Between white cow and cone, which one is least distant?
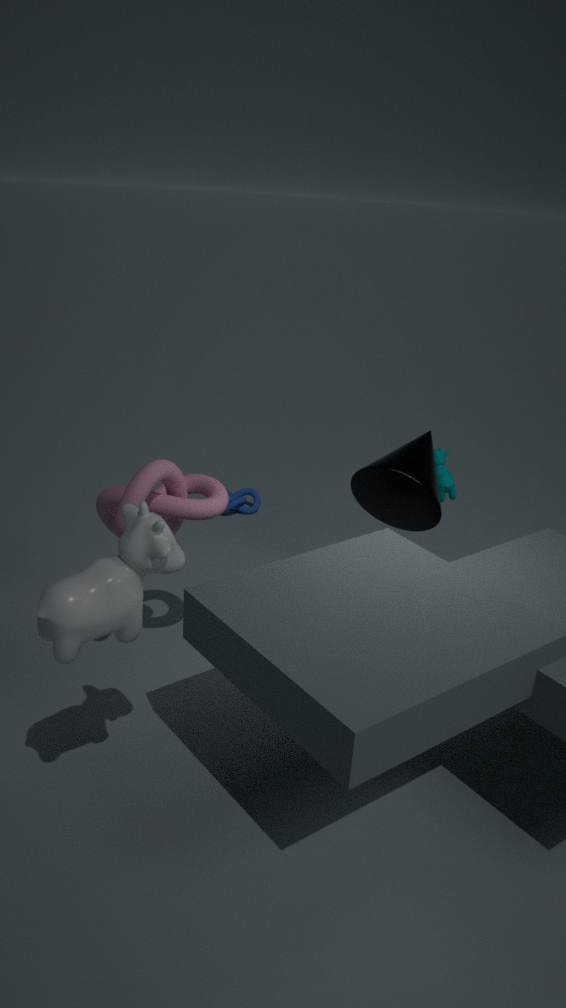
white cow
